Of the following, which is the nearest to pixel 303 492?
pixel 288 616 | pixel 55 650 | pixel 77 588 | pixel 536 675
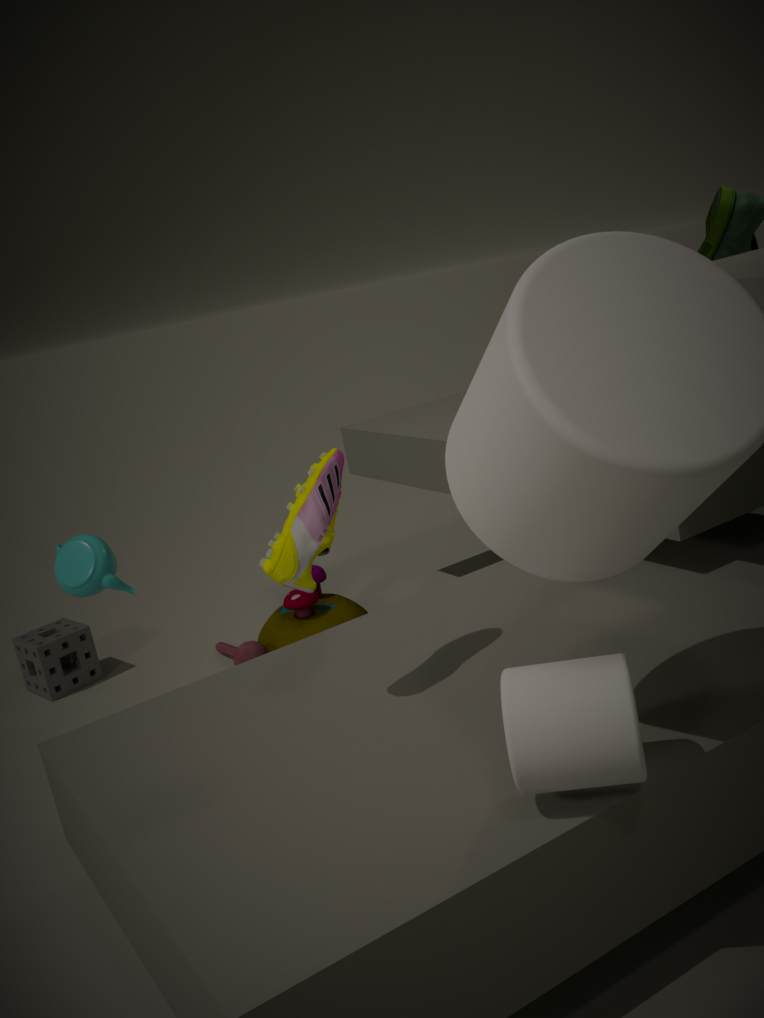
pixel 536 675
